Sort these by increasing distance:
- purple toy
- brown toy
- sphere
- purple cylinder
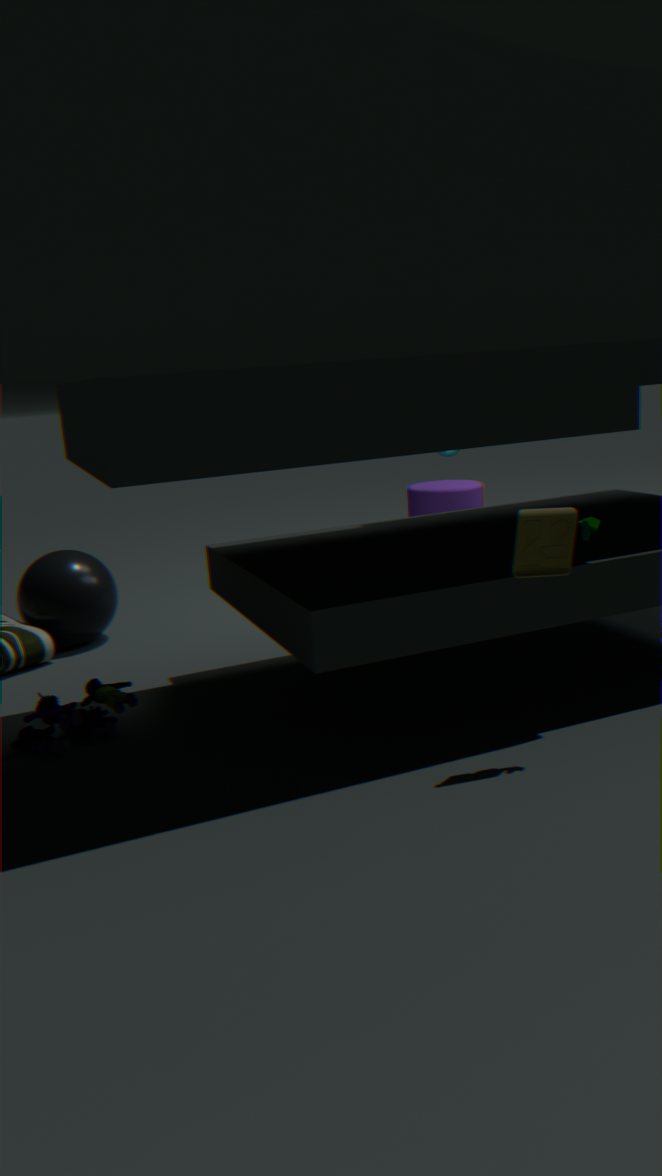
brown toy → purple toy → sphere → purple cylinder
